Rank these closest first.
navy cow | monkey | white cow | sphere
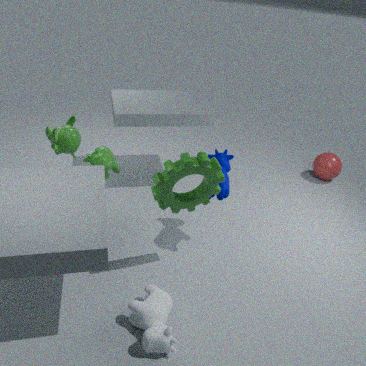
white cow < navy cow < monkey < sphere
